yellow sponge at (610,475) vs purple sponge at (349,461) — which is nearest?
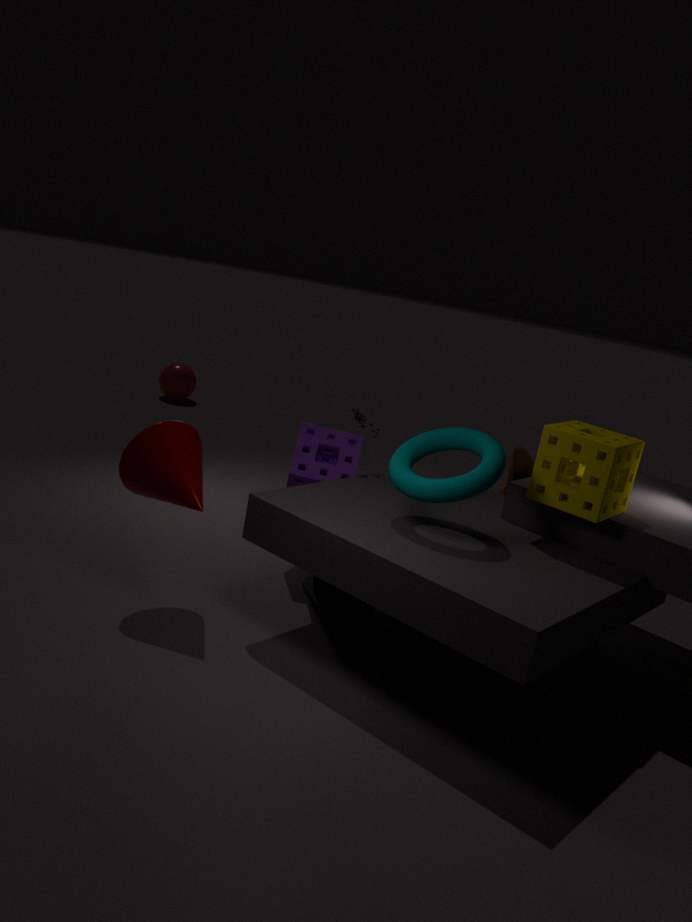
yellow sponge at (610,475)
